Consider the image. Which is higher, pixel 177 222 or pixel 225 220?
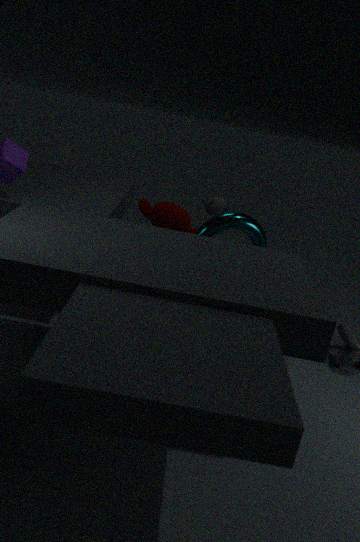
pixel 225 220
